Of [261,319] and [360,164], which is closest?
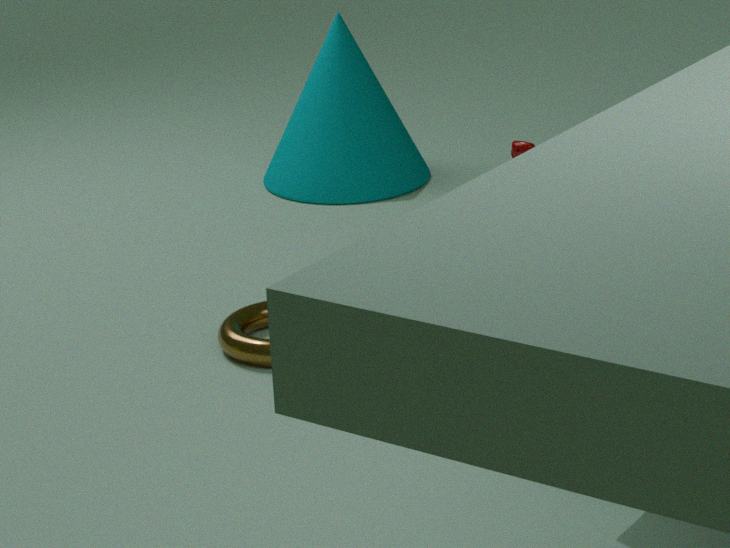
[261,319]
